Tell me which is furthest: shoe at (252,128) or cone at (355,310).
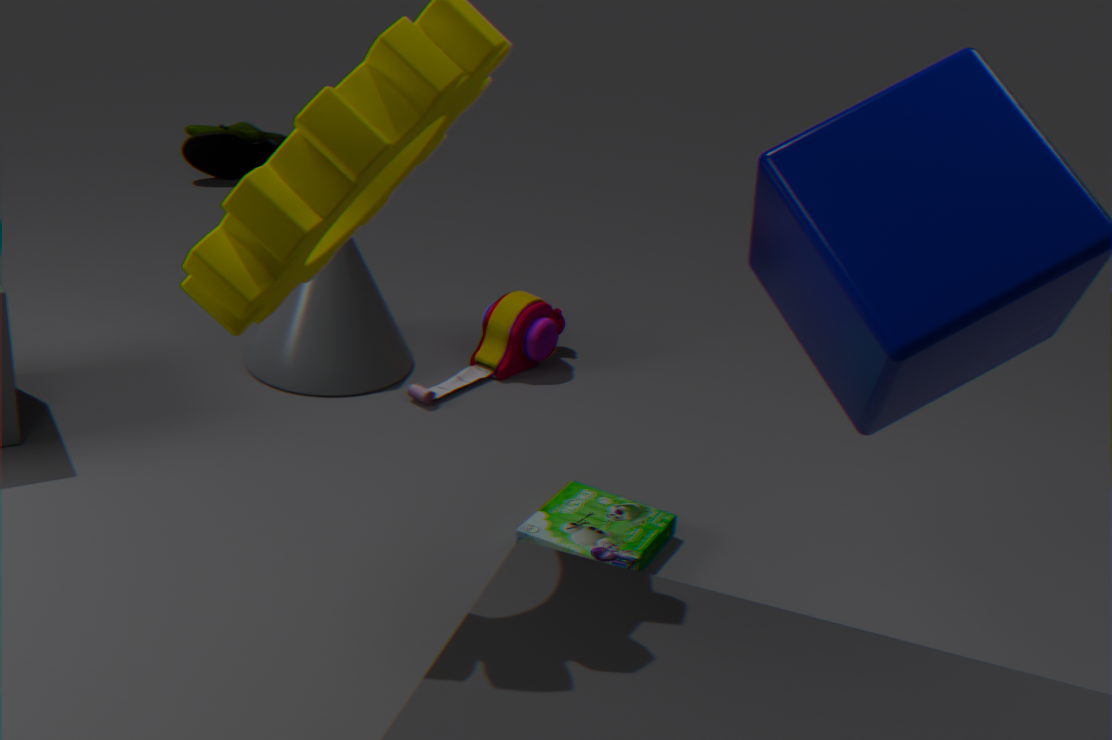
shoe at (252,128)
